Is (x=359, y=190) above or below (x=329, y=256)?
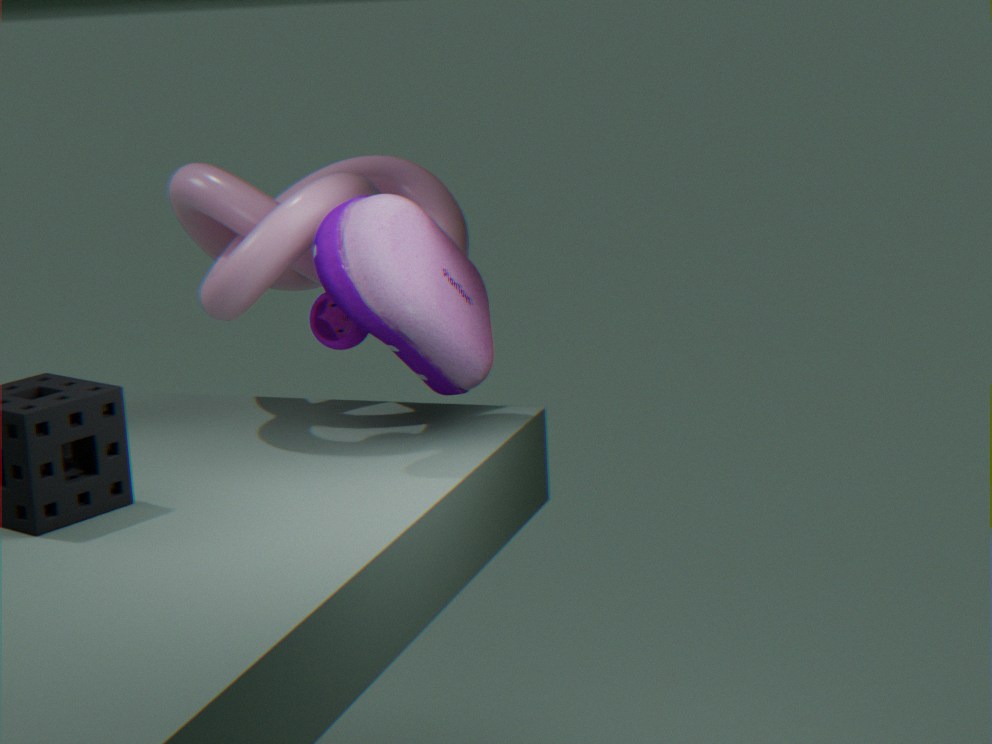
above
